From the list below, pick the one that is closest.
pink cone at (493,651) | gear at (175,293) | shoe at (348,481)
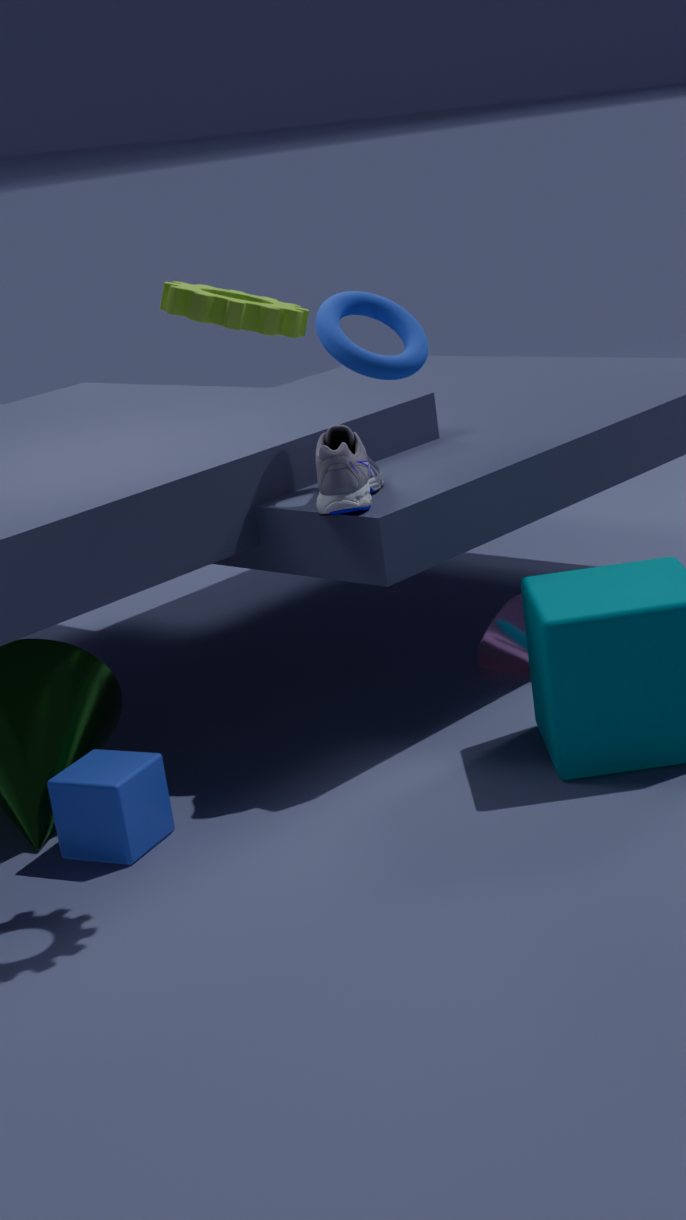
gear at (175,293)
